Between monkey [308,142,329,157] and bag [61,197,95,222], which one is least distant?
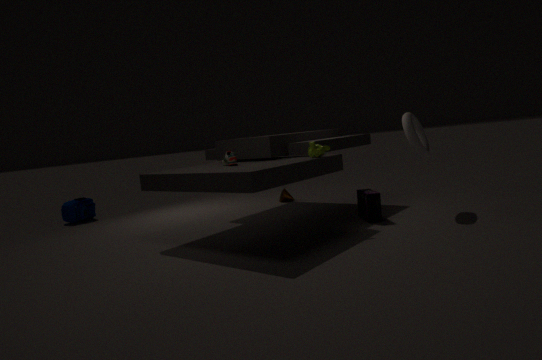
monkey [308,142,329,157]
